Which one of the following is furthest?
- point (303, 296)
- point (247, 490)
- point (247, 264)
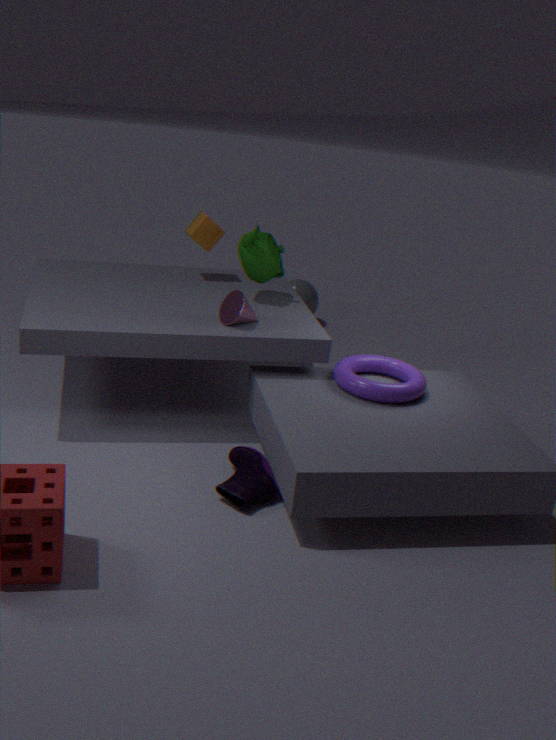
point (303, 296)
